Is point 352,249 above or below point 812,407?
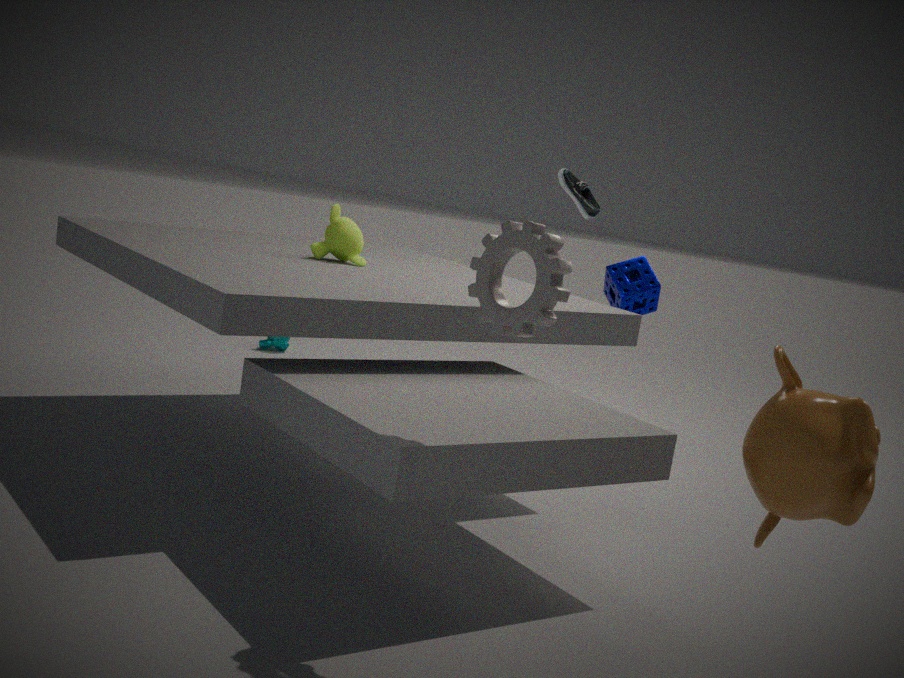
above
